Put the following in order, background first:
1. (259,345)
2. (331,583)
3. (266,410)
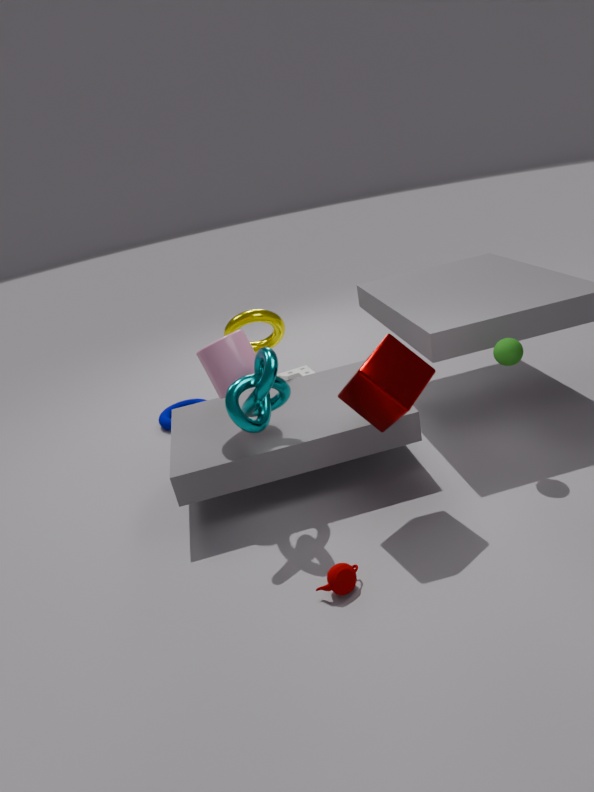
(259,345) → (266,410) → (331,583)
